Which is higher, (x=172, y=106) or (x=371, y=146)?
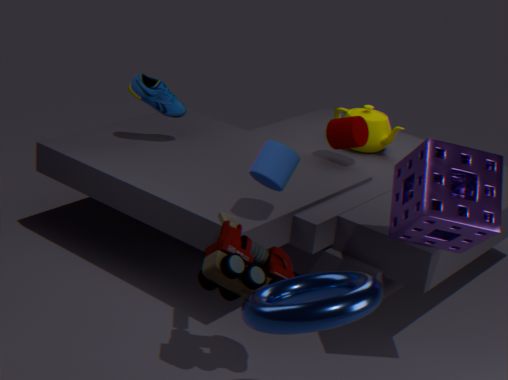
(x=172, y=106)
